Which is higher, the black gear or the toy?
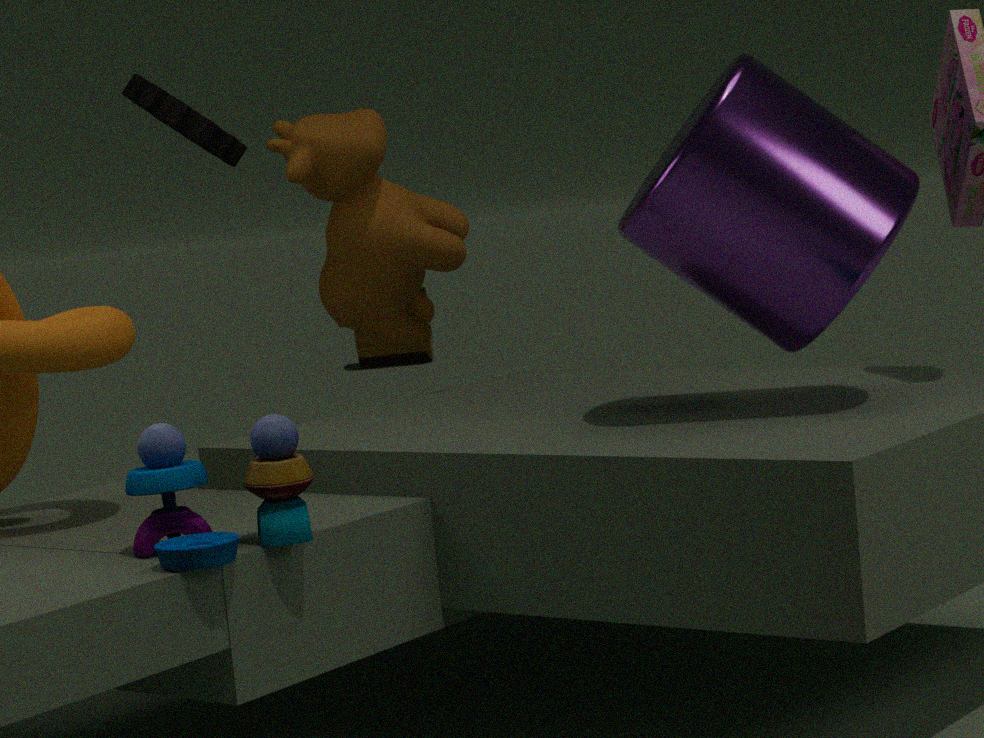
the black gear
